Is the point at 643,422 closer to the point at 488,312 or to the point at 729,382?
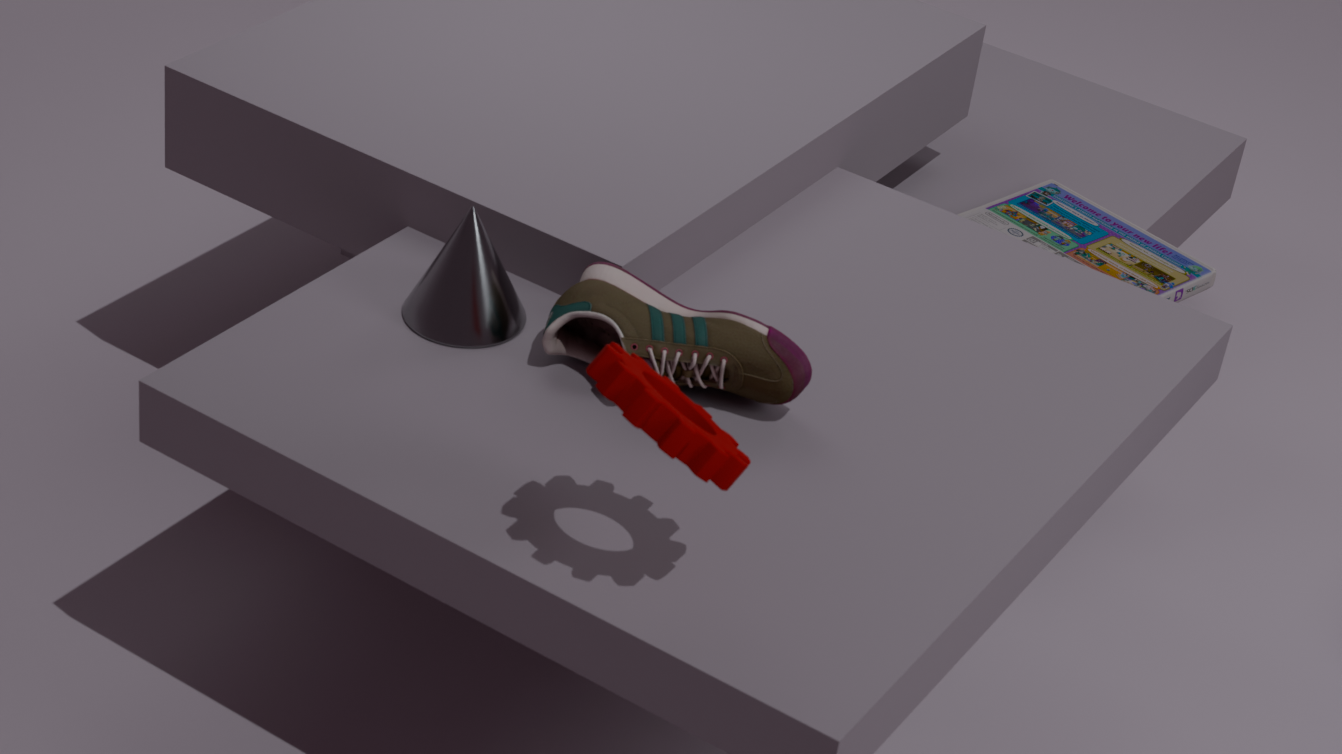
the point at 729,382
